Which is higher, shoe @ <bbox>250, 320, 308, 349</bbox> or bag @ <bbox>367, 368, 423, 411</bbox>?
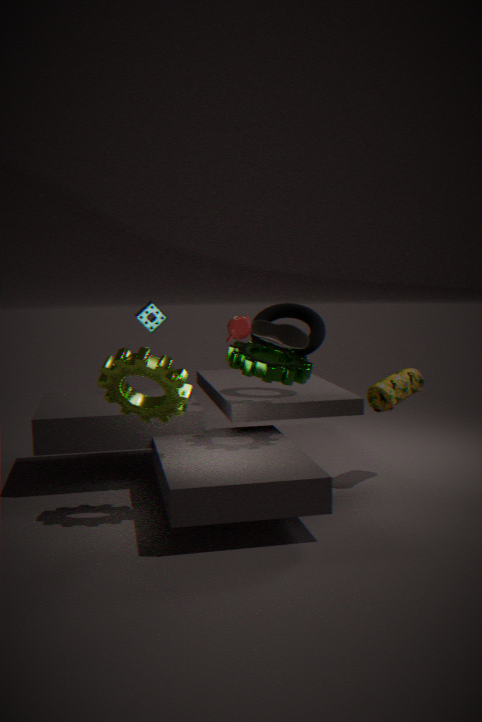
shoe @ <bbox>250, 320, 308, 349</bbox>
